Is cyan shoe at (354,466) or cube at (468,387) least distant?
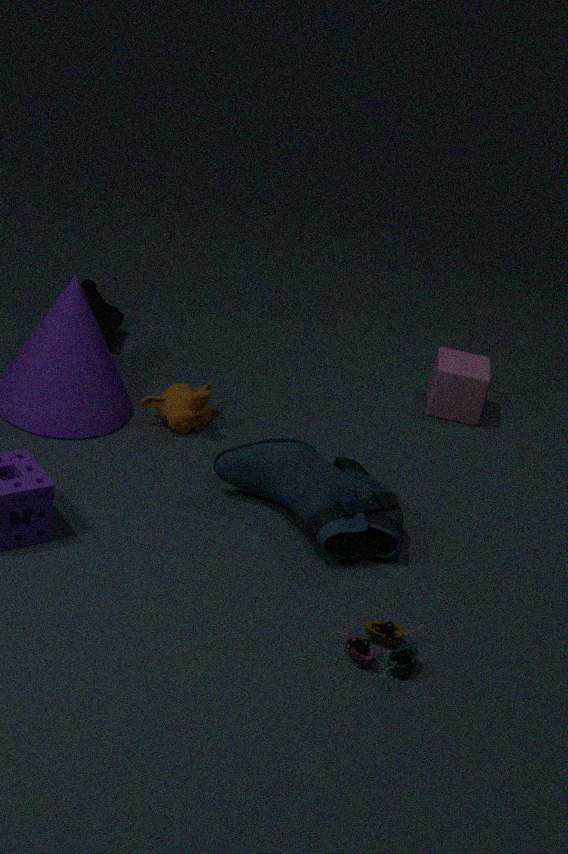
cyan shoe at (354,466)
